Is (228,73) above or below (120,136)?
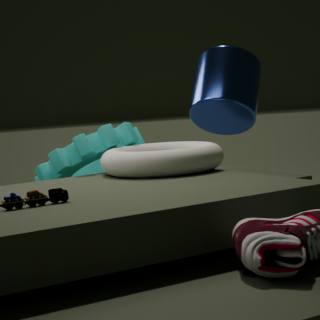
Result: above
